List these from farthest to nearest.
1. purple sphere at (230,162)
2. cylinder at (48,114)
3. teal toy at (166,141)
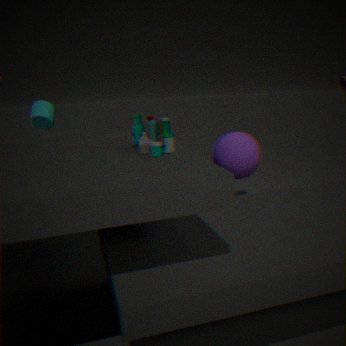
cylinder at (48,114), purple sphere at (230,162), teal toy at (166,141)
